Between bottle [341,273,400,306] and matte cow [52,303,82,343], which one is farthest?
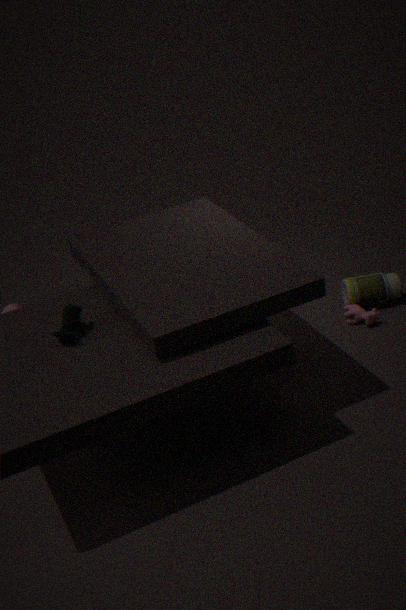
bottle [341,273,400,306]
